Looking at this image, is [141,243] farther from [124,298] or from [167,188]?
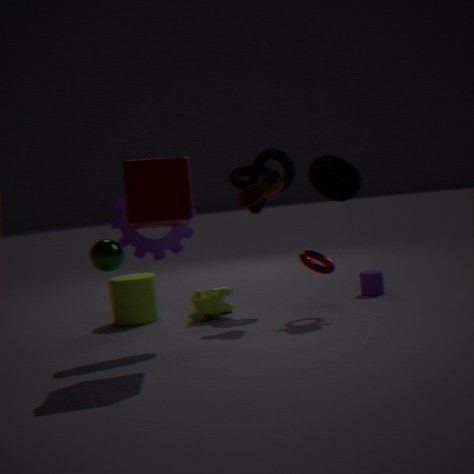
[124,298]
